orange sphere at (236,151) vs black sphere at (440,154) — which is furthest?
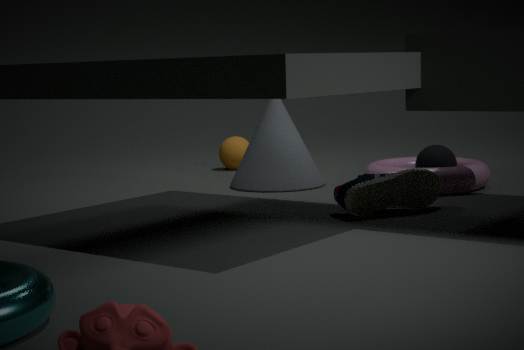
orange sphere at (236,151)
